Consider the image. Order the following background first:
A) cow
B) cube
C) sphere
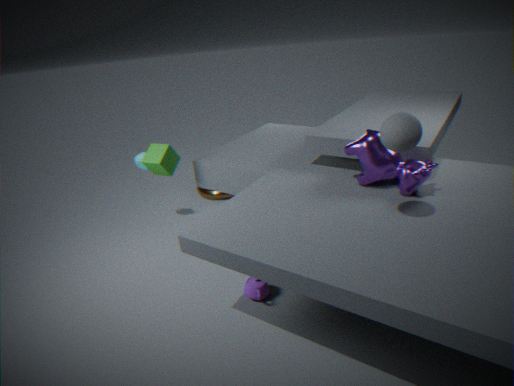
cube
cow
sphere
